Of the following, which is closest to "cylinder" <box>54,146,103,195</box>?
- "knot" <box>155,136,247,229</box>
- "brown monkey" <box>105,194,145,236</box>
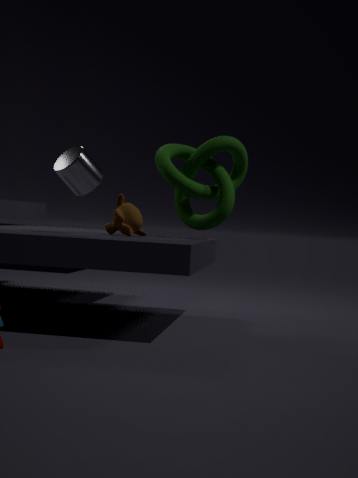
"brown monkey" <box>105,194,145,236</box>
